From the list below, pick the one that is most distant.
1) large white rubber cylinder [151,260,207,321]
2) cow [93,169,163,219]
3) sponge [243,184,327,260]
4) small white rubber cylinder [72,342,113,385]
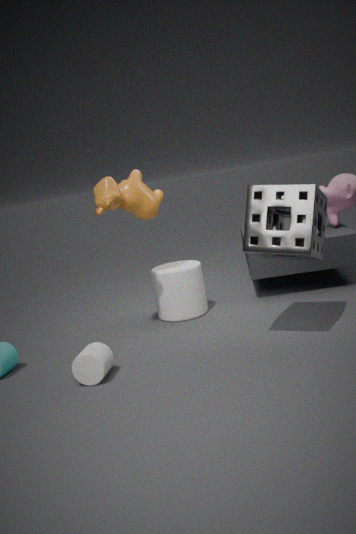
1. large white rubber cylinder [151,260,207,321]
